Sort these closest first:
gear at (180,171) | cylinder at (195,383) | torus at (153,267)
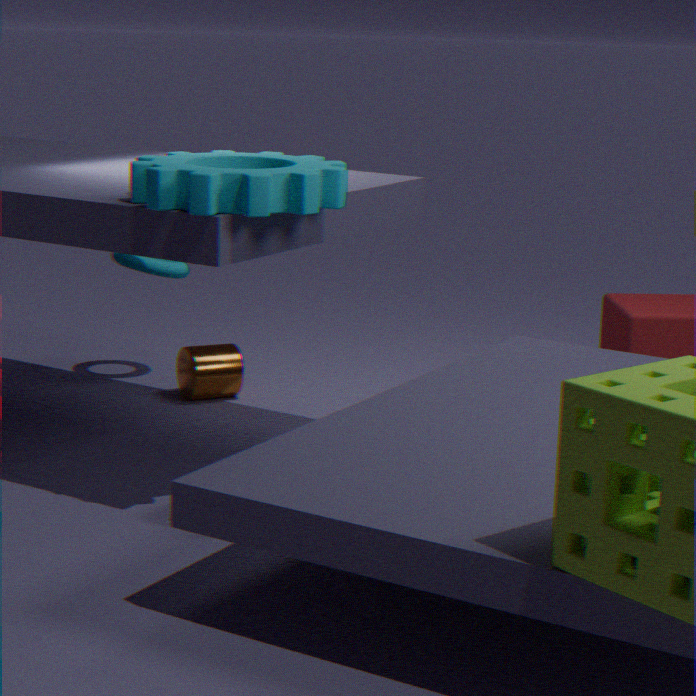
gear at (180,171)
cylinder at (195,383)
torus at (153,267)
